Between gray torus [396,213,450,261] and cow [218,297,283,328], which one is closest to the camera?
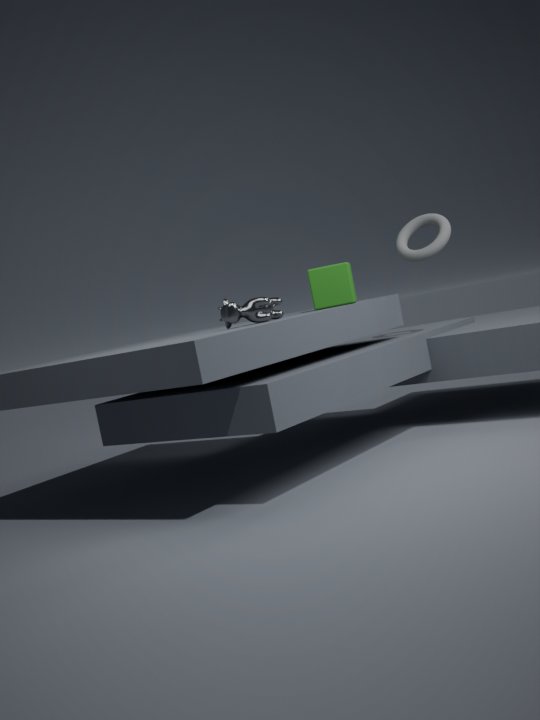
cow [218,297,283,328]
